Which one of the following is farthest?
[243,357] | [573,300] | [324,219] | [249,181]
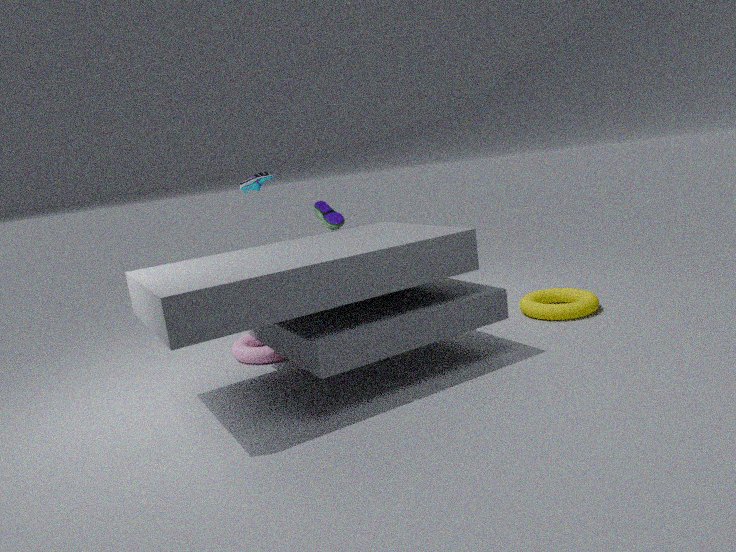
[249,181]
